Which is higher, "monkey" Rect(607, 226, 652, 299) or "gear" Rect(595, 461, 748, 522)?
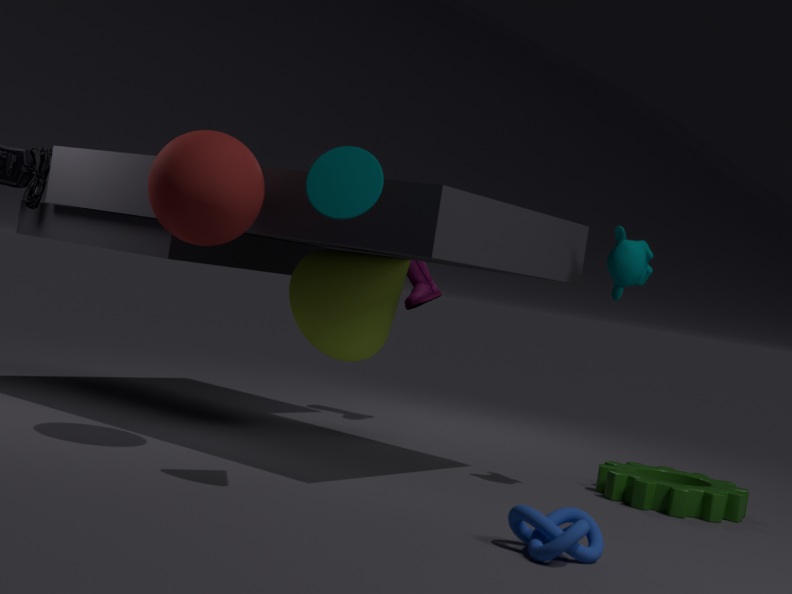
"monkey" Rect(607, 226, 652, 299)
